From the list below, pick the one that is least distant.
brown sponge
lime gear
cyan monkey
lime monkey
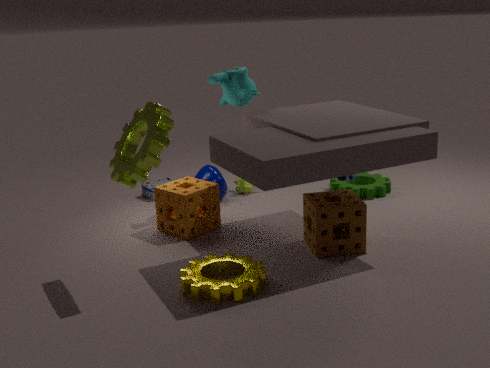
lime gear
